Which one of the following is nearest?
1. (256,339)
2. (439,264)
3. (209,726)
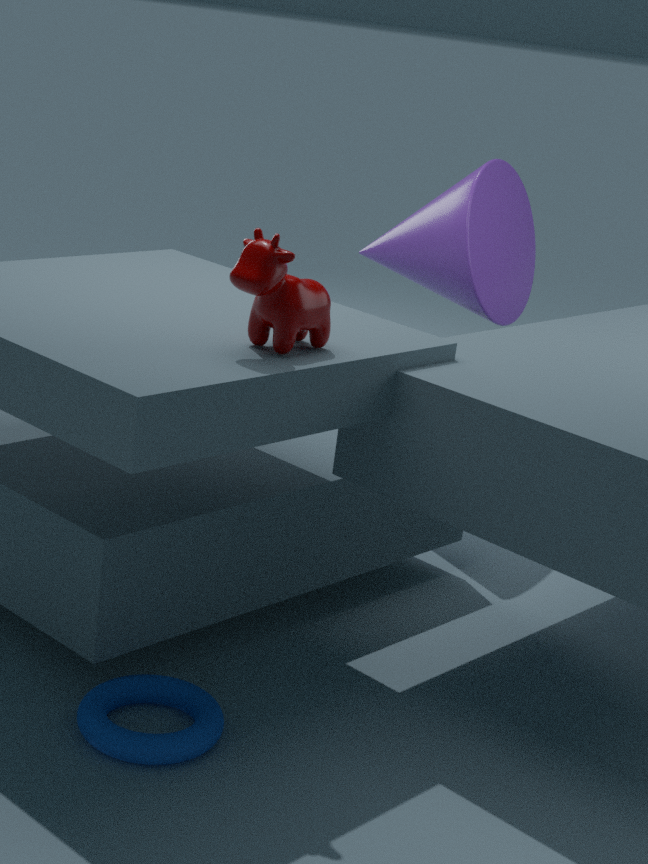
(209,726)
